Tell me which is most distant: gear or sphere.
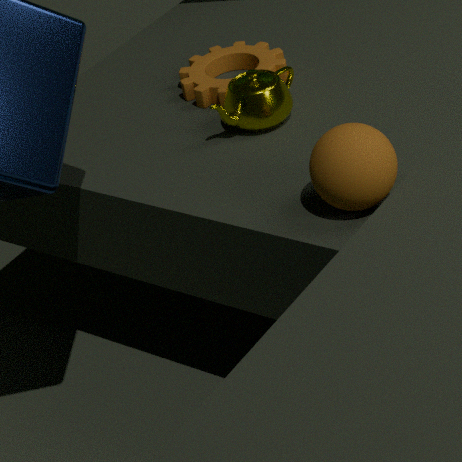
gear
